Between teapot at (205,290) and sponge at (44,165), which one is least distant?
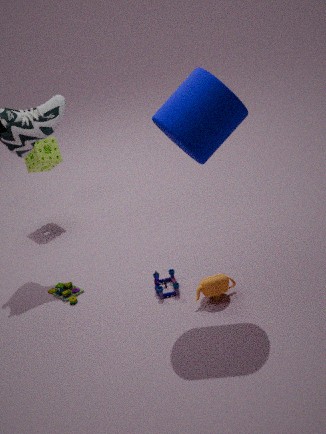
teapot at (205,290)
